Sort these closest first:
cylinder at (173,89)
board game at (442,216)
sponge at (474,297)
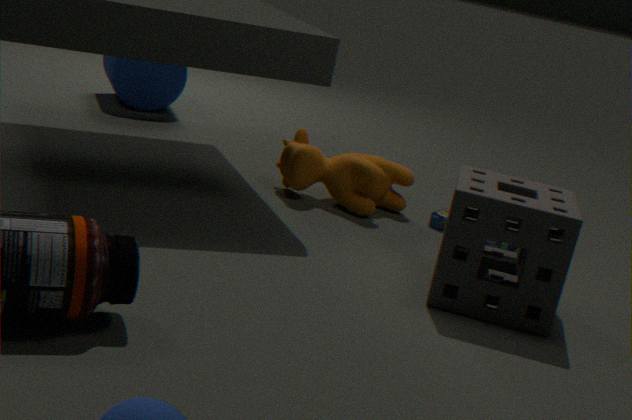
1. sponge at (474,297)
2. board game at (442,216)
3. cylinder at (173,89)
